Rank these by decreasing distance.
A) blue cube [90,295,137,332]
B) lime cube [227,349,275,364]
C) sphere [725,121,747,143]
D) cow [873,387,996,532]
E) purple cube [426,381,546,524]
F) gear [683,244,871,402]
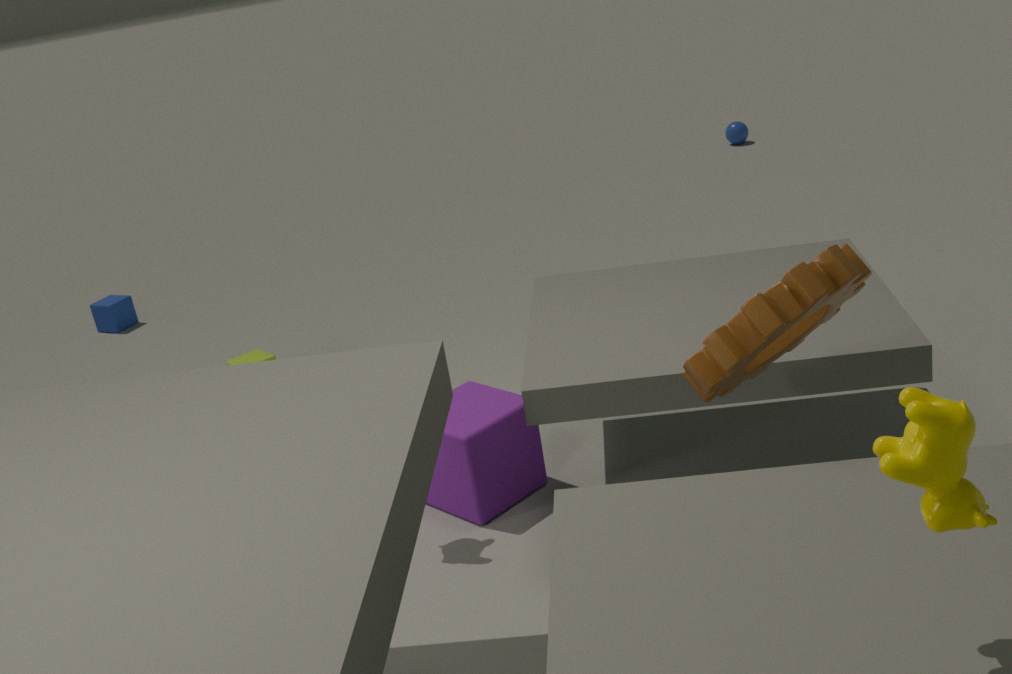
sphere [725,121,747,143]
blue cube [90,295,137,332]
lime cube [227,349,275,364]
purple cube [426,381,546,524]
gear [683,244,871,402]
cow [873,387,996,532]
